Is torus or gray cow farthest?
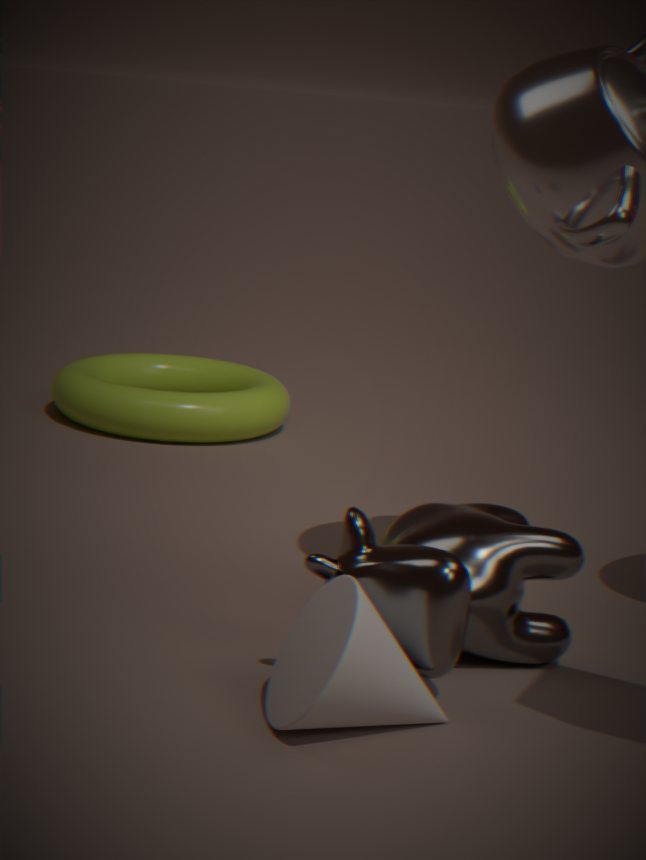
torus
